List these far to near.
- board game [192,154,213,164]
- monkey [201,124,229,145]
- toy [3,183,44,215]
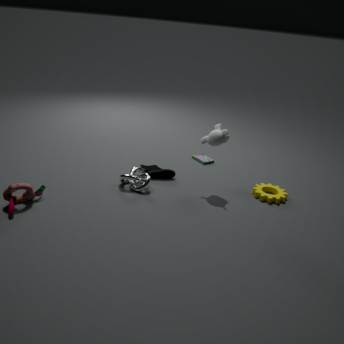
board game [192,154,213,164], monkey [201,124,229,145], toy [3,183,44,215]
